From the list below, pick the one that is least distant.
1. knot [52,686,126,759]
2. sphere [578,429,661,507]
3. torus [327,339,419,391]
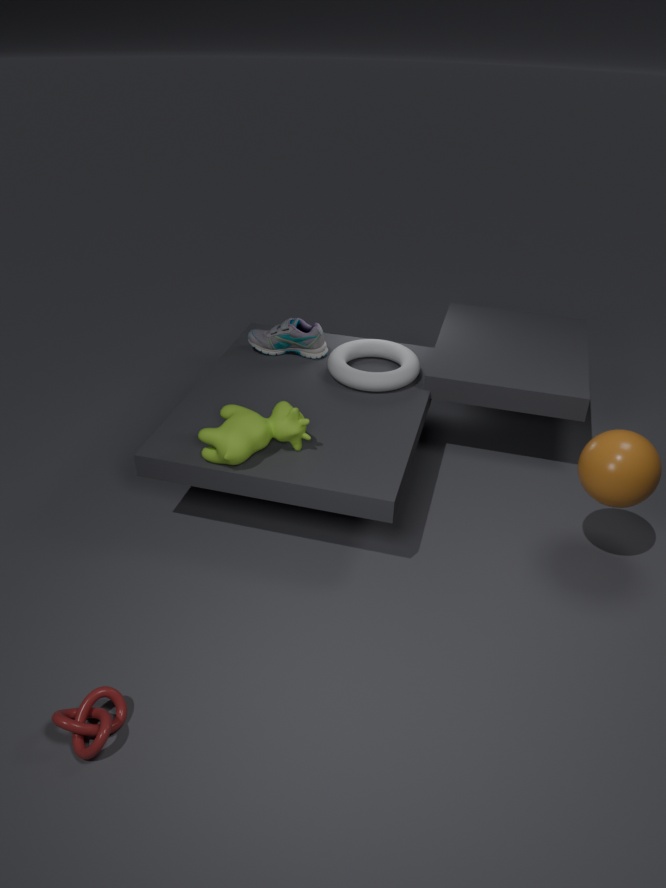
knot [52,686,126,759]
